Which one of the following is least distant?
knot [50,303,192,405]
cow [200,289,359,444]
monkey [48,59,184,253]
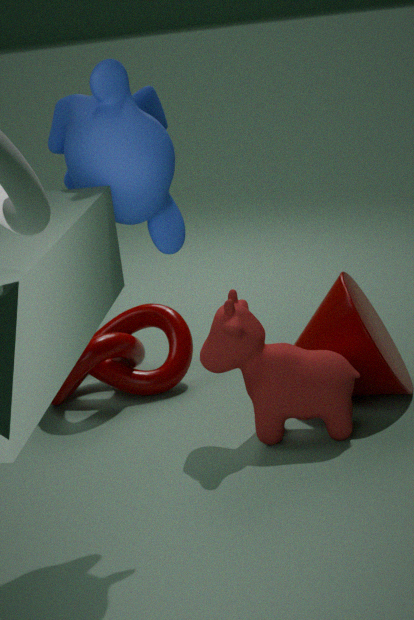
monkey [48,59,184,253]
